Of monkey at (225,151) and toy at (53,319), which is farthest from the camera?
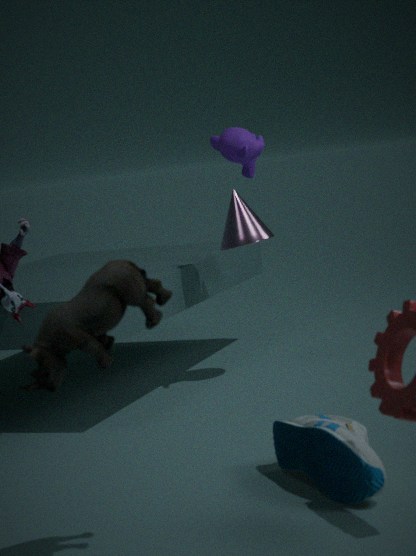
monkey at (225,151)
